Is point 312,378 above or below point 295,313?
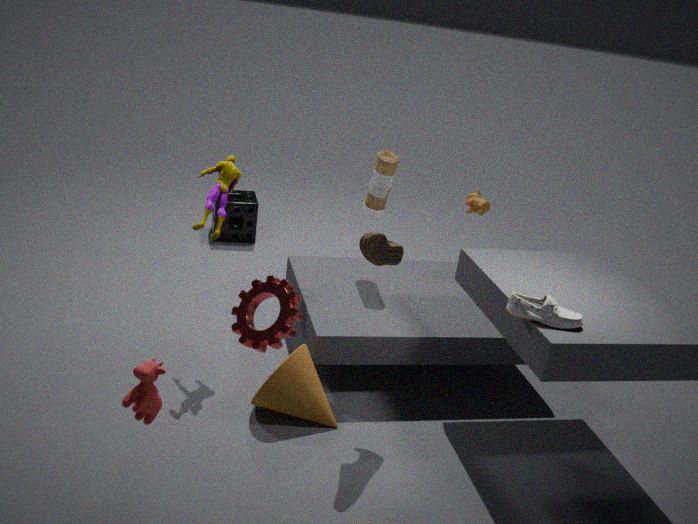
below
